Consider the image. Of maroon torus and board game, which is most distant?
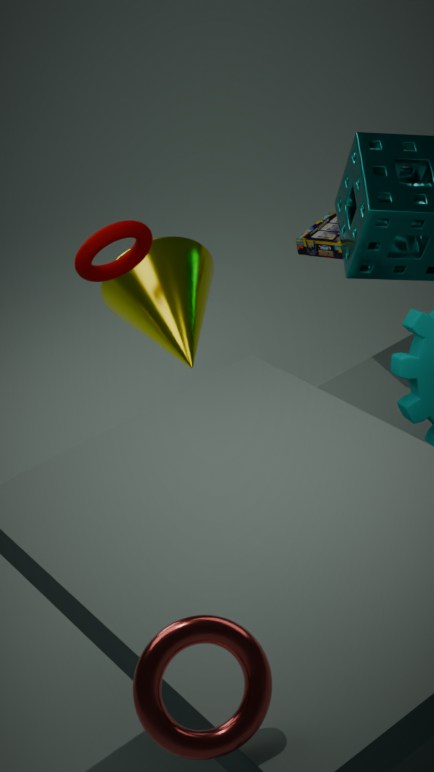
board game
